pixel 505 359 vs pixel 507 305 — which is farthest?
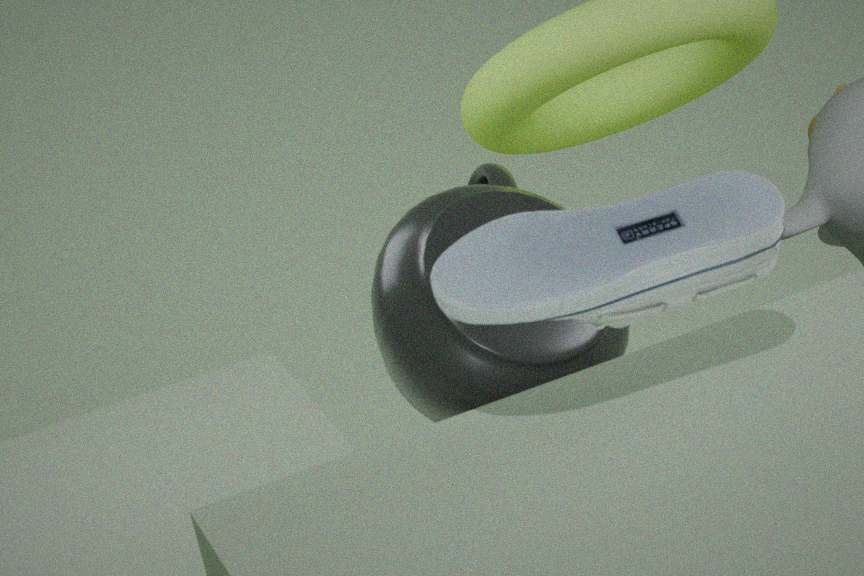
pixel 505 359
